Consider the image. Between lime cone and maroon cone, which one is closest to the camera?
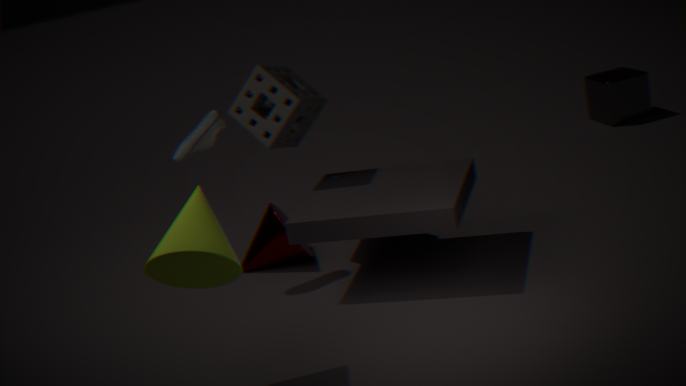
lime cone
